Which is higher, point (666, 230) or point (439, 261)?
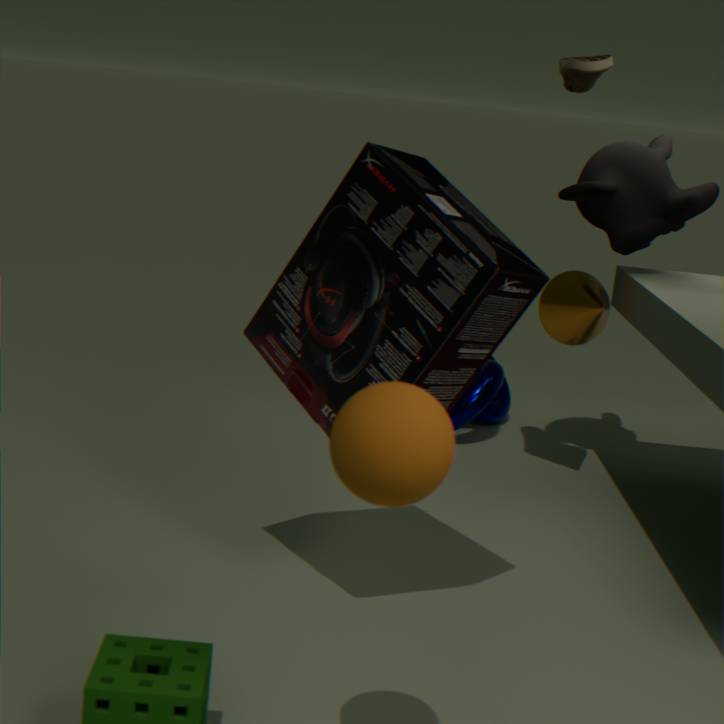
point (666, 230)
